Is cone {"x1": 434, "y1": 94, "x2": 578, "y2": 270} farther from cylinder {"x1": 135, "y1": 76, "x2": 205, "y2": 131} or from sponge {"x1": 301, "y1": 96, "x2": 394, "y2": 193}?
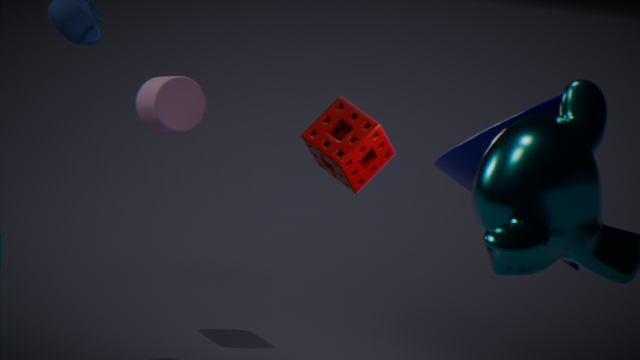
cylinder {"x1": 135, "y1": 76, "x2": 205, "y2": 131}
